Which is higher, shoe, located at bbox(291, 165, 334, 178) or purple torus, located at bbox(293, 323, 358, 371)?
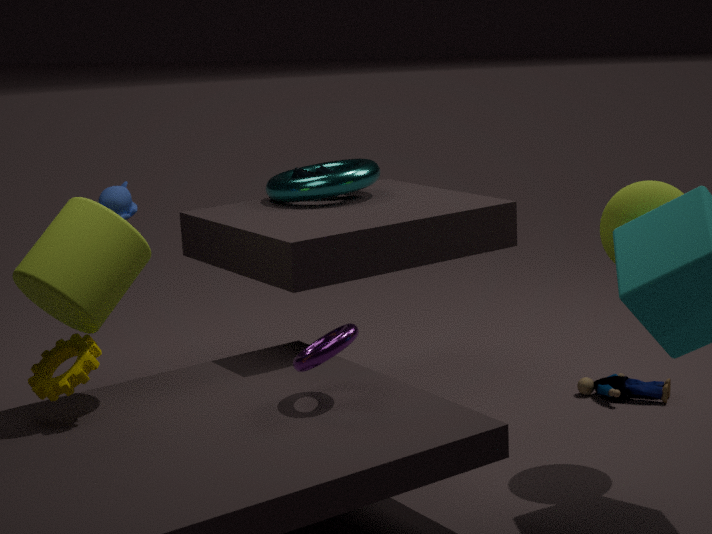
shoe, located at bbox(291, 165, 334, 178)
